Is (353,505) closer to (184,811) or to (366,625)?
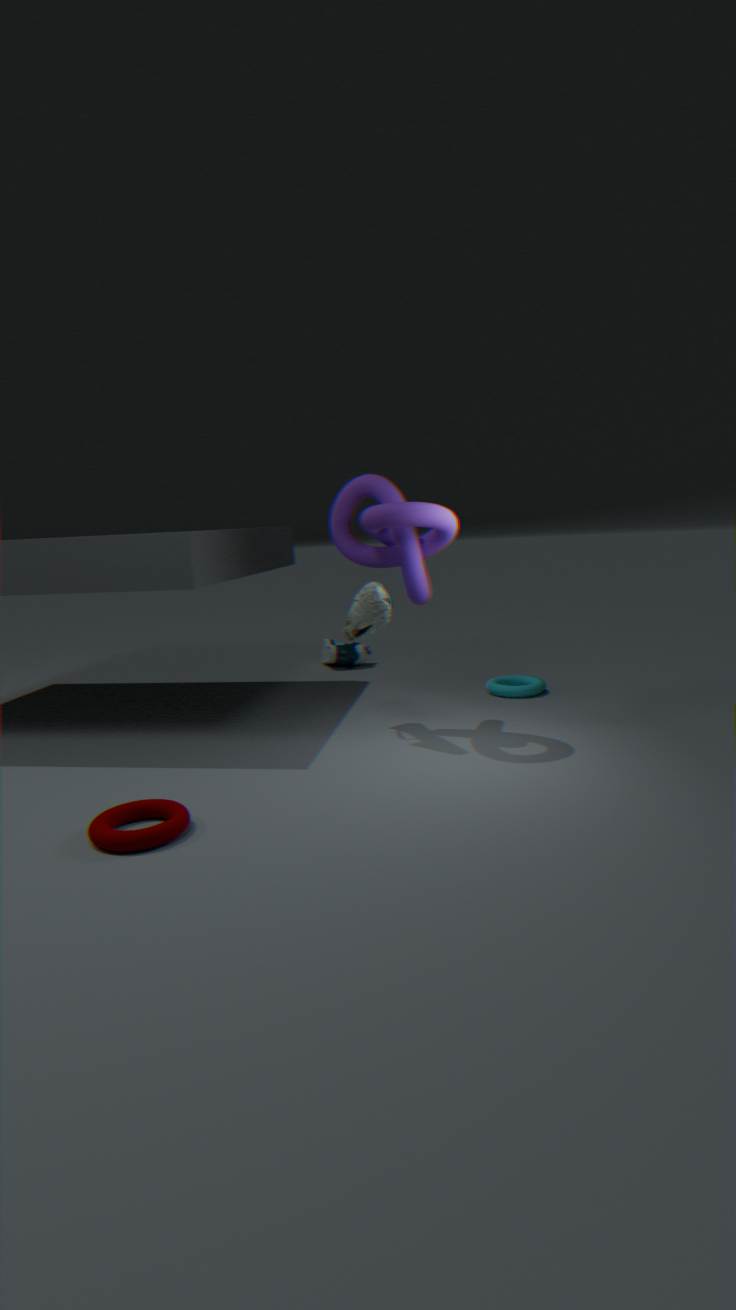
(366,625)
